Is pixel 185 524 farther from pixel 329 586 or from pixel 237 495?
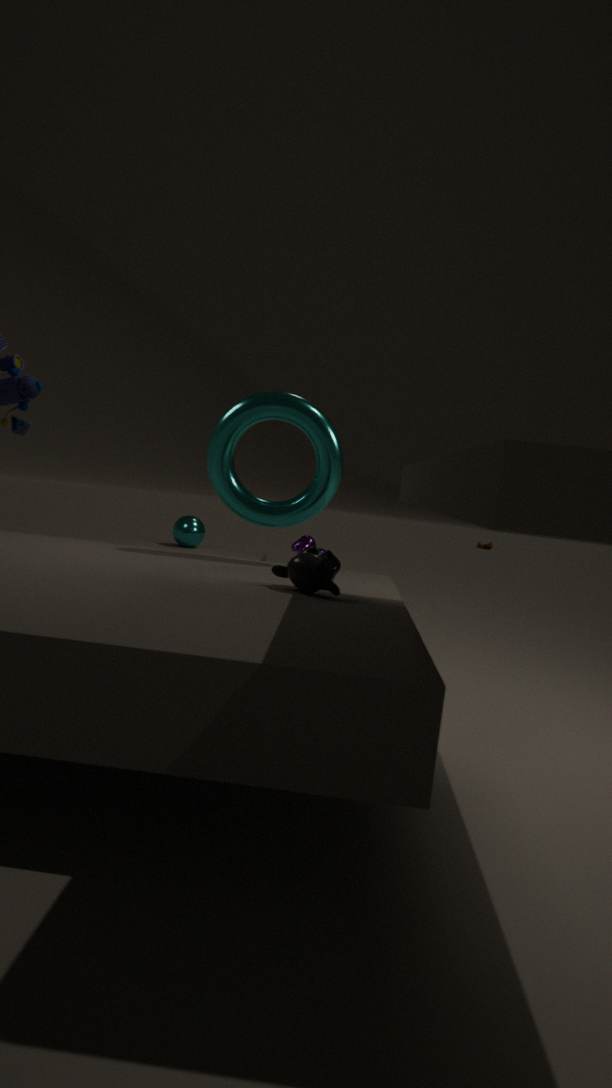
pixel 329 586
